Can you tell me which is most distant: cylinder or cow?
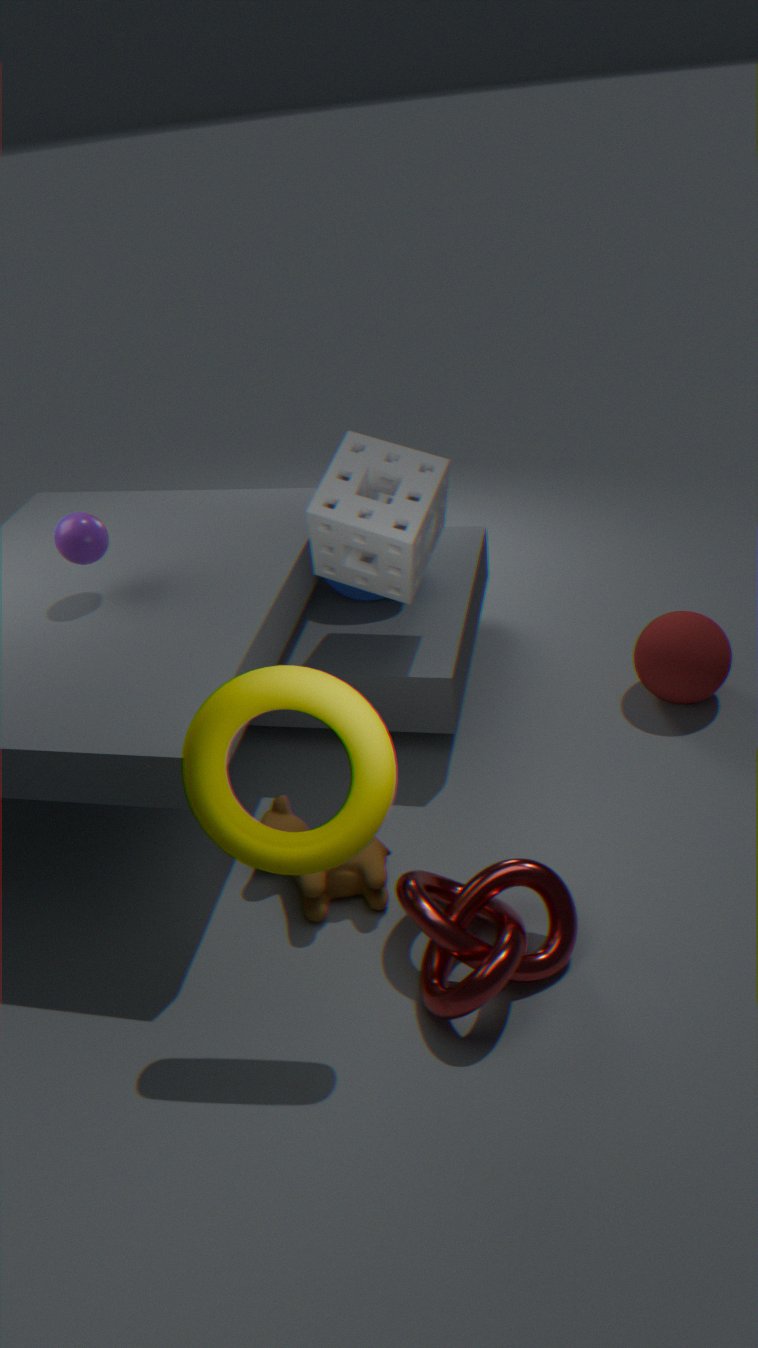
cylinder
